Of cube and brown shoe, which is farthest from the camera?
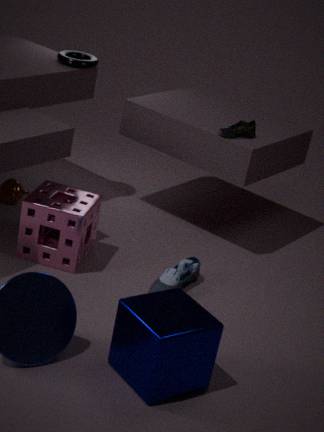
brown shoe
